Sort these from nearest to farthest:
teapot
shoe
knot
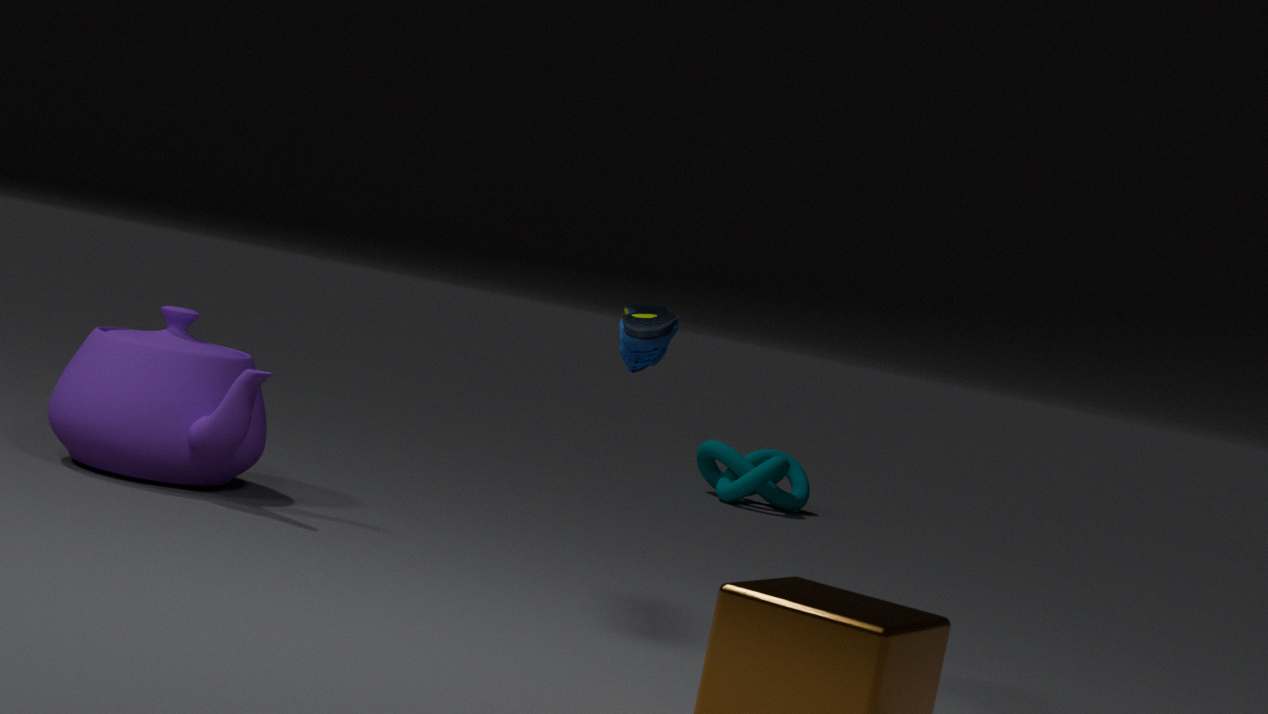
shoe < teapot < knot
